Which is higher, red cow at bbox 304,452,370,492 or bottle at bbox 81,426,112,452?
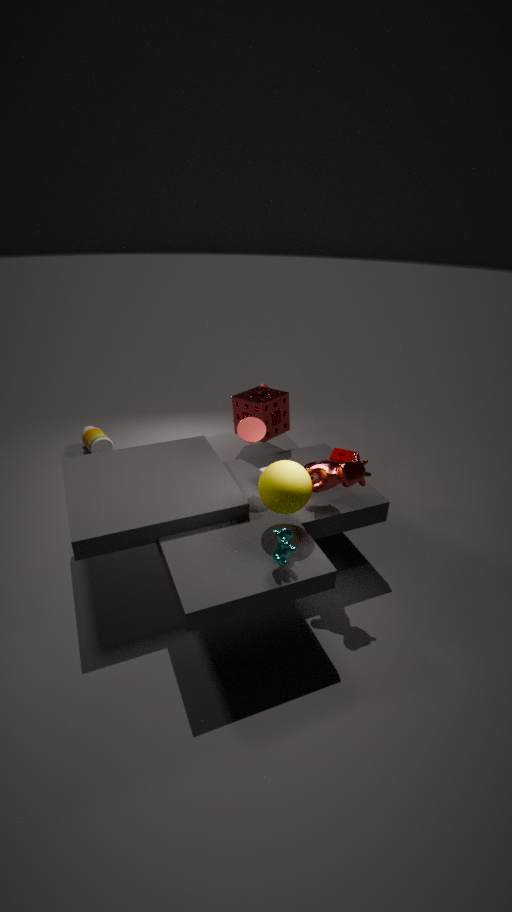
red cow at bbox 304,452,370,492
